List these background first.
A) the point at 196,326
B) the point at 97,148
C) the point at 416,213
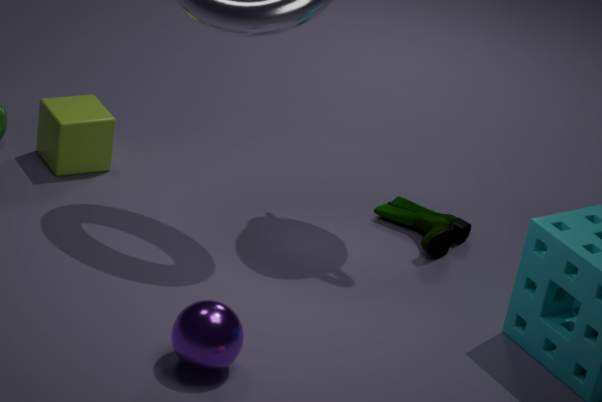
1. the point at 416,213
2. the point at 97,148
3. the point at 196,326
